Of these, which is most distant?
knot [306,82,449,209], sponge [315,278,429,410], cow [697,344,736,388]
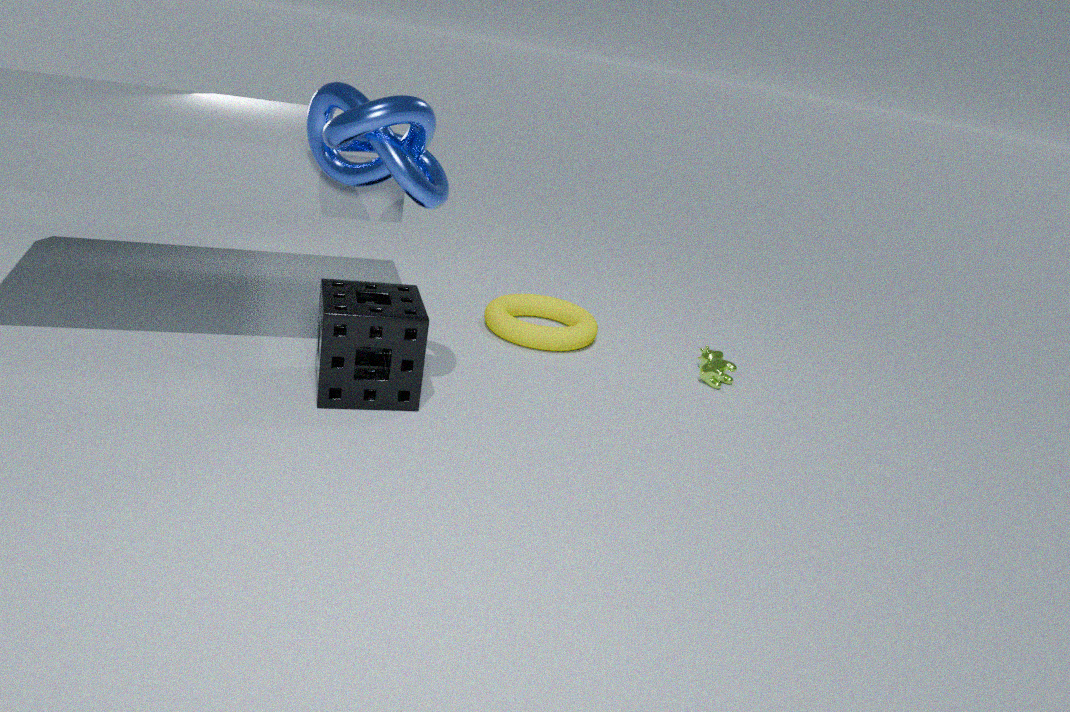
cow [697,344,736,388]
